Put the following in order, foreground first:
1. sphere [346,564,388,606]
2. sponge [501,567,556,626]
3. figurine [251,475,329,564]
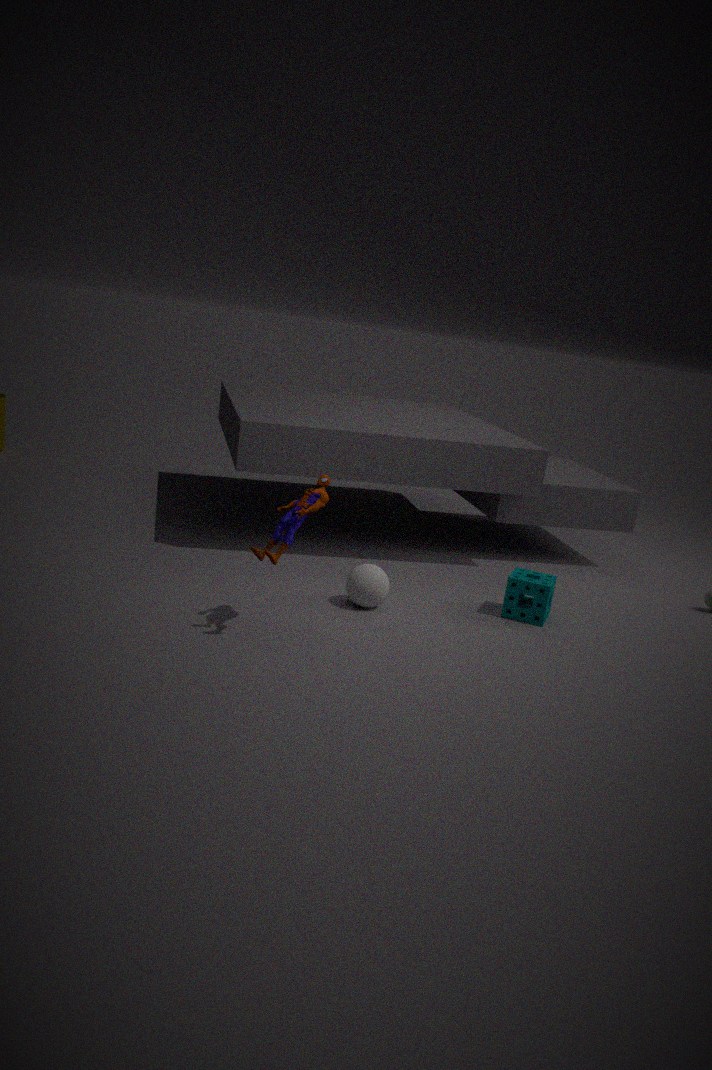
figurine [251,475,329,564], sphere [346,564,388,606], sponge [501,567,556,626]
